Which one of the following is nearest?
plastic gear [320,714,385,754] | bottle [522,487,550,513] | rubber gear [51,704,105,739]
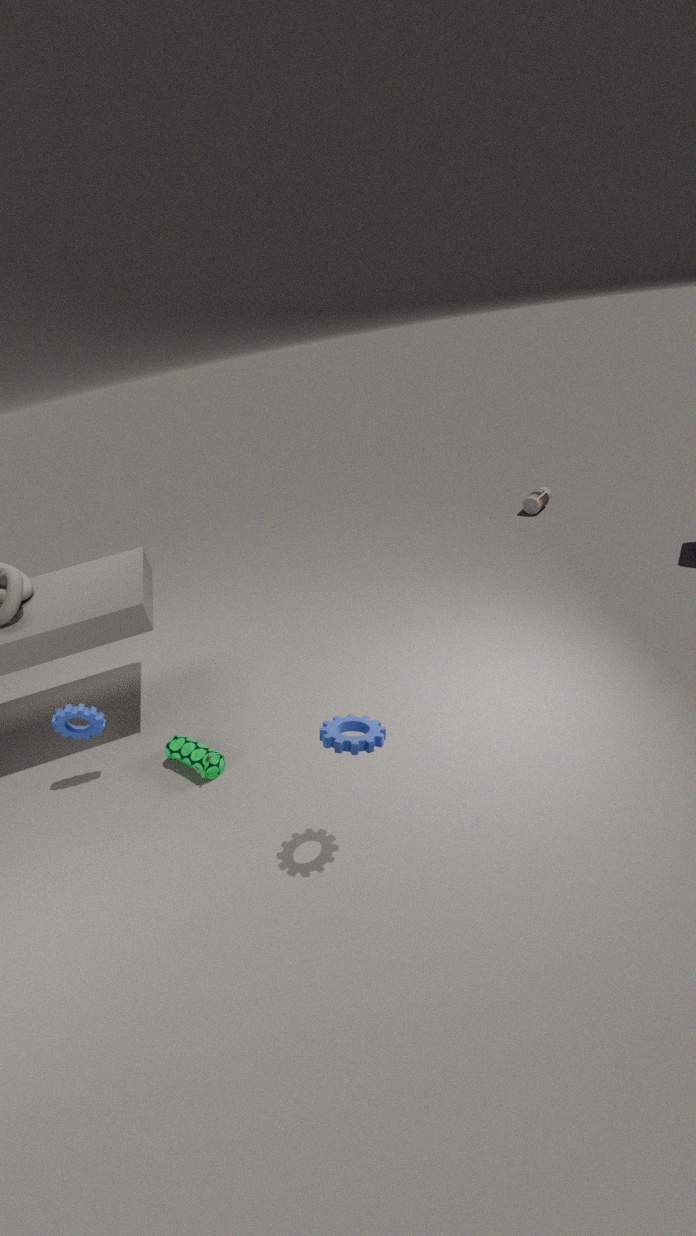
plastic gear [320,714,385,754]
